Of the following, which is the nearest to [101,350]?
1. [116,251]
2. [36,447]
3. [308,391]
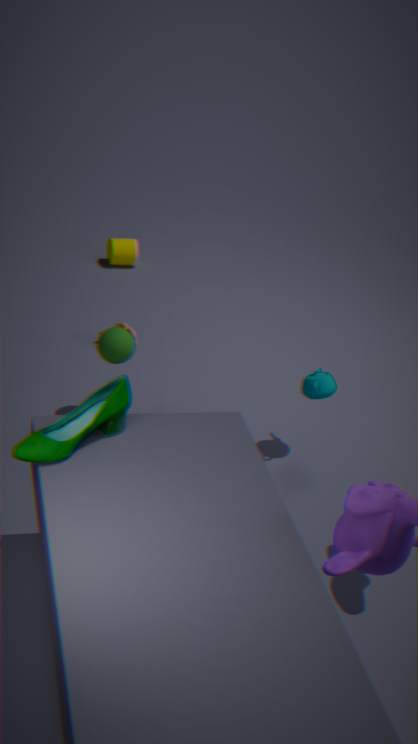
[308,391]
